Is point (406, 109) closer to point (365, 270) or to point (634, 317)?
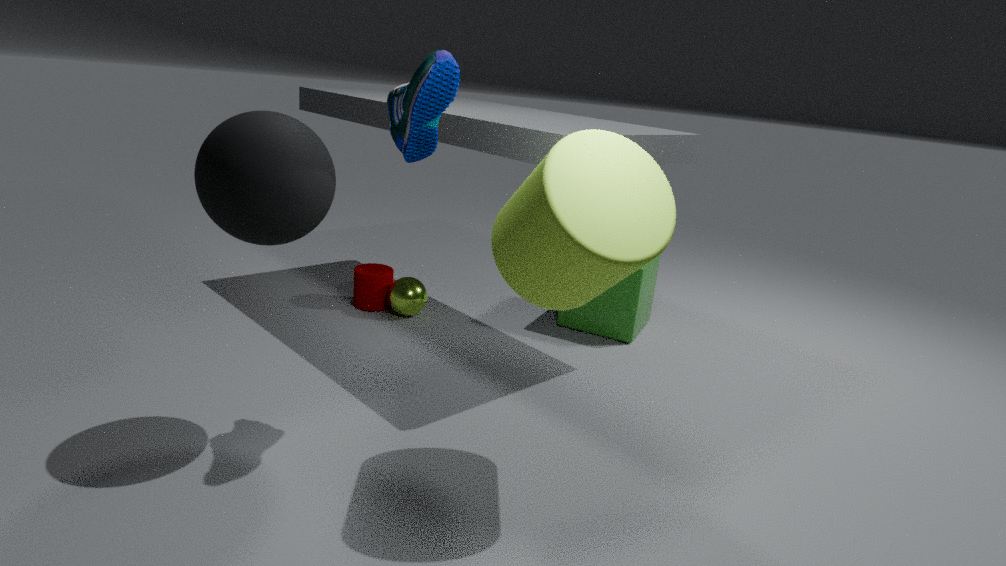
point (365, 270)
